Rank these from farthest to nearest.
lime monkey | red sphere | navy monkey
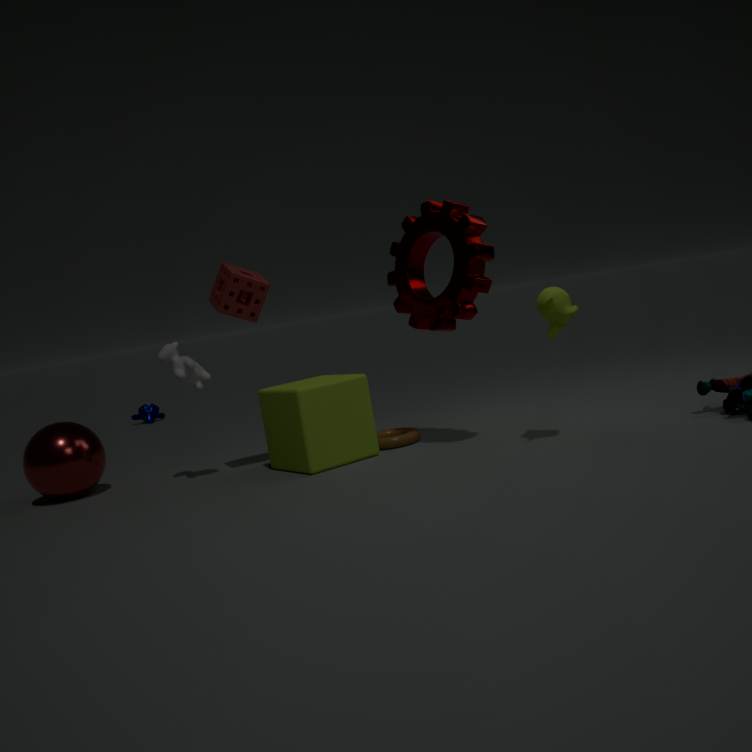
navy monkey
red sphere
lime monkey
